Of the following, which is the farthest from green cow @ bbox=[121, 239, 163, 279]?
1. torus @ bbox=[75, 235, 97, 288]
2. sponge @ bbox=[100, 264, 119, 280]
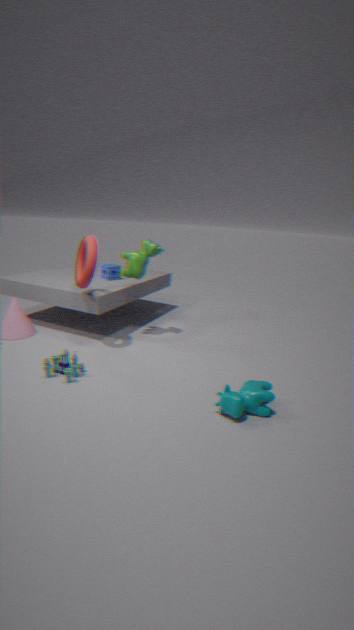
sponge @ bbox=[100, 264, 119, 280]
